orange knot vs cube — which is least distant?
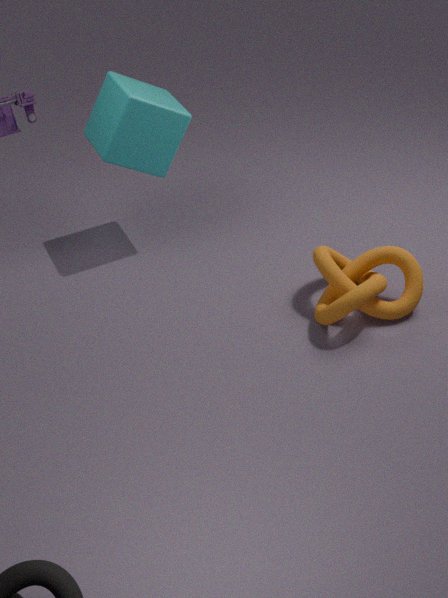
orange knot
